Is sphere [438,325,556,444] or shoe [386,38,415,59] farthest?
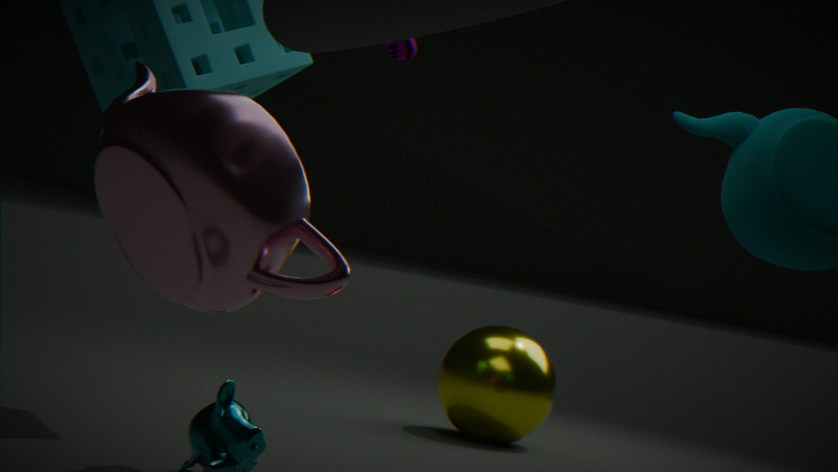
sphere [438,325,556,444]
